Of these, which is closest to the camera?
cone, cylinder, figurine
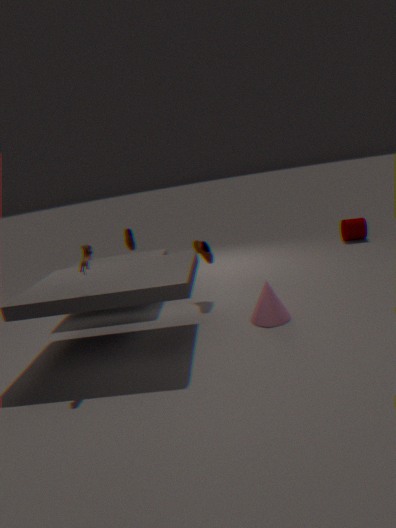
figurine
